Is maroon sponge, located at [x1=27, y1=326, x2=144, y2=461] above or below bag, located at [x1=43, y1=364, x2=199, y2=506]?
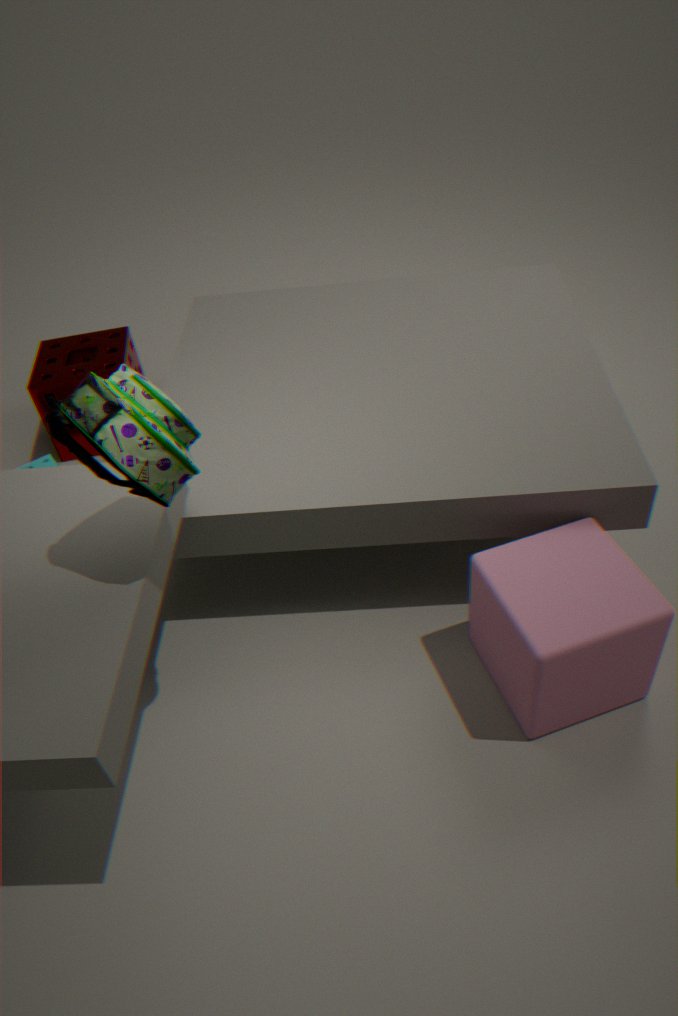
below
